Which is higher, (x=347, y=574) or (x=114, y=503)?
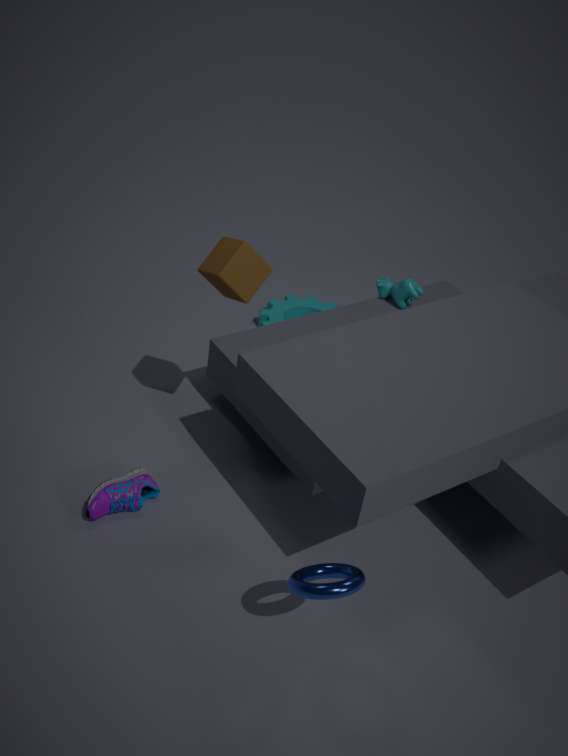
(x=347, y=574)
